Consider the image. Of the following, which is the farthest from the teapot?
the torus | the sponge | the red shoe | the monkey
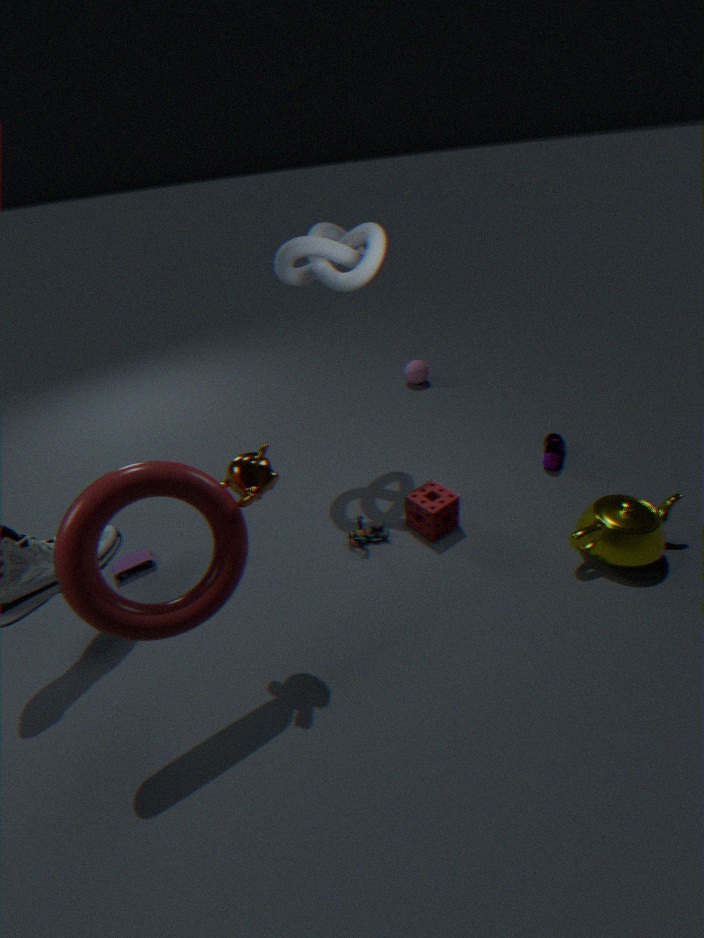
the torus
